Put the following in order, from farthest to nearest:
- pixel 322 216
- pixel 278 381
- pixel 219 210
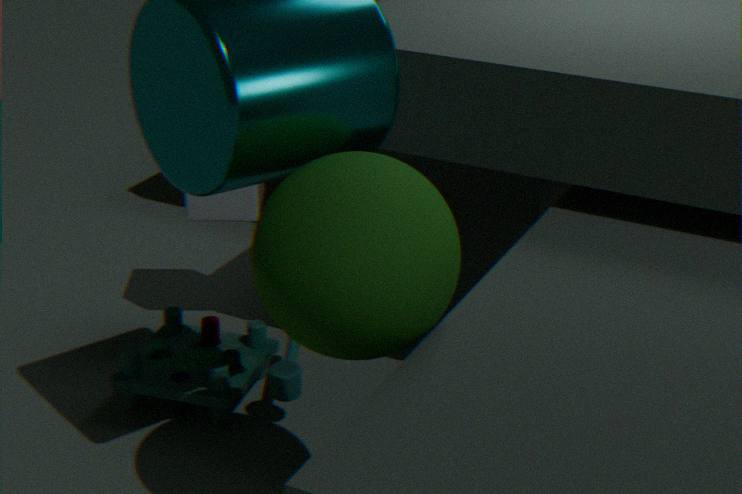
pixel 219 210, pixel 278 381, pixel 322 216
